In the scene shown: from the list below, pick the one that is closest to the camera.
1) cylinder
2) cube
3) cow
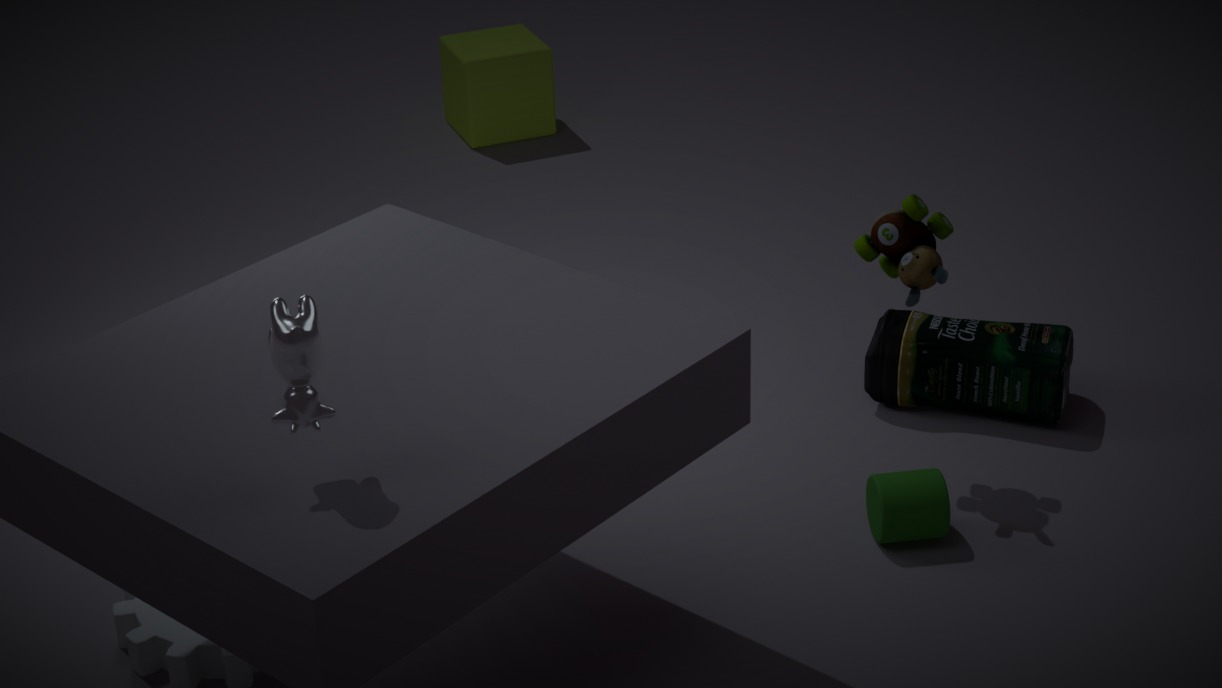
3. cow
